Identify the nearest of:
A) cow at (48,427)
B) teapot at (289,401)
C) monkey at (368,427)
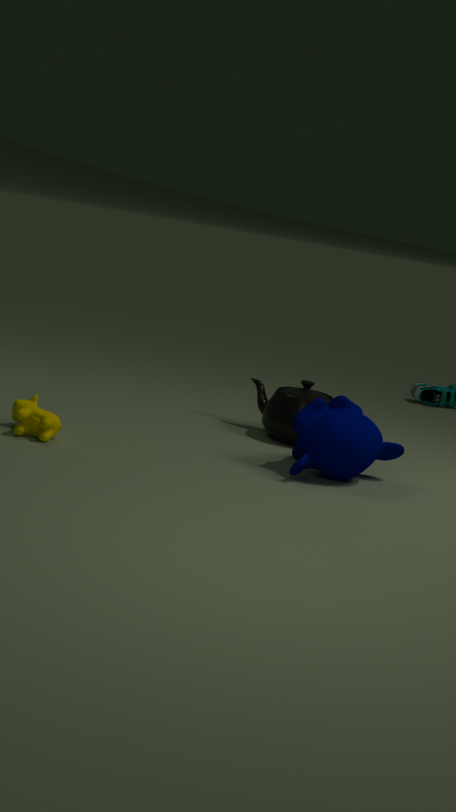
cow at (48,427)
